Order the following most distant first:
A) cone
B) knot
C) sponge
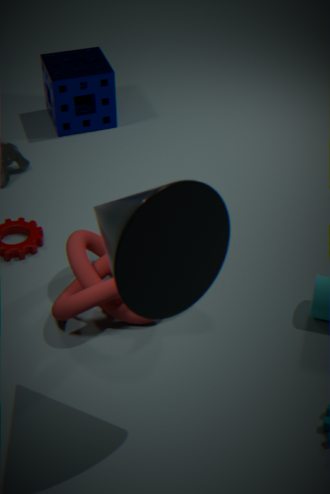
sponge, knot, cone
